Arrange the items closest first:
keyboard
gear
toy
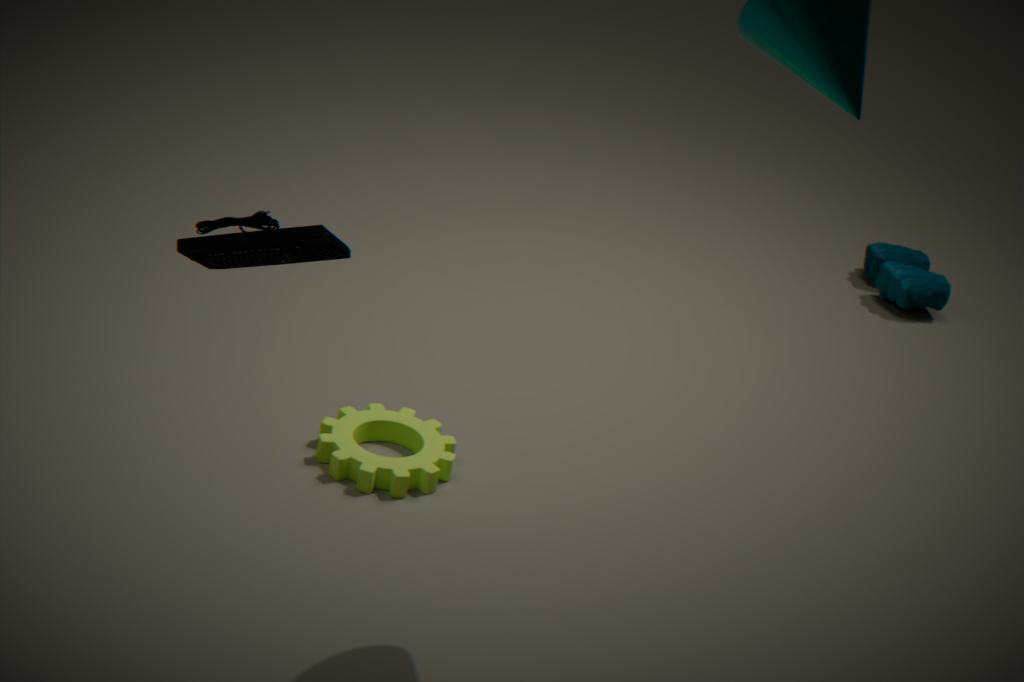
1. keyboard
2. gear
3. toy
